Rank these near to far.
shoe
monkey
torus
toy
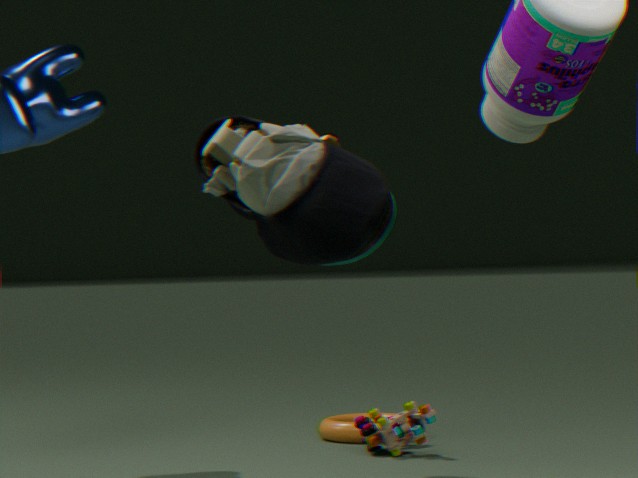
shoe → monkey → toy → torus
